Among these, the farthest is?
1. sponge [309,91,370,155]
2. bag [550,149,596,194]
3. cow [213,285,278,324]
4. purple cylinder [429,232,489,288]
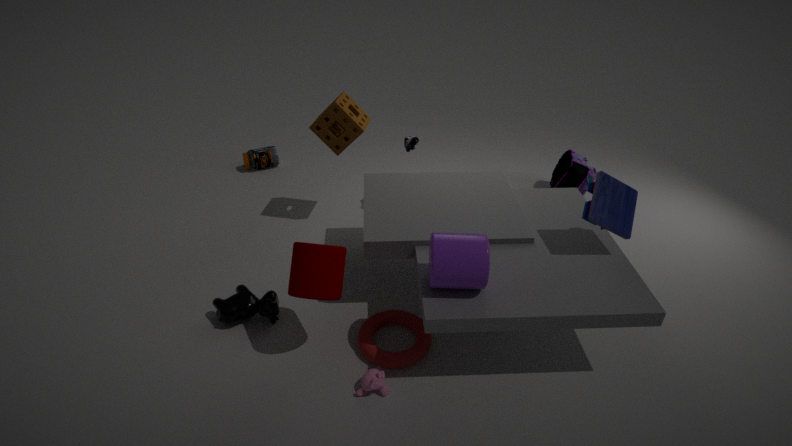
bag [550,149,596,194]
